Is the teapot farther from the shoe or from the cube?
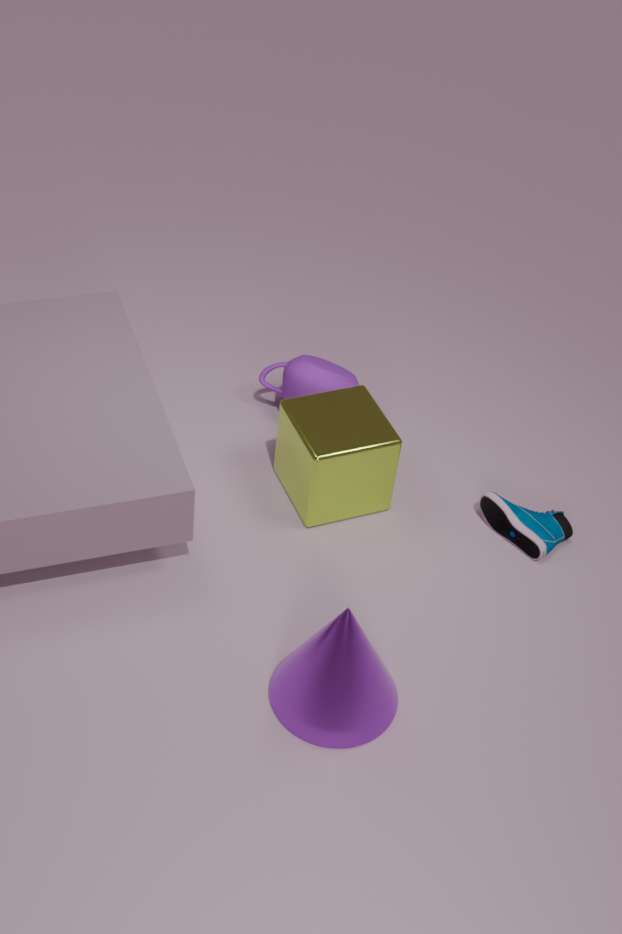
the shoe
